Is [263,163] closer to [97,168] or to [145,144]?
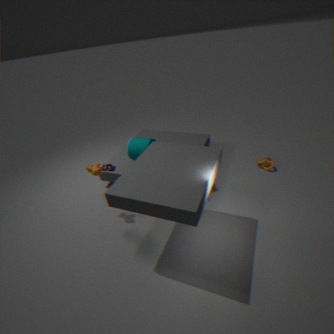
[145,144]
